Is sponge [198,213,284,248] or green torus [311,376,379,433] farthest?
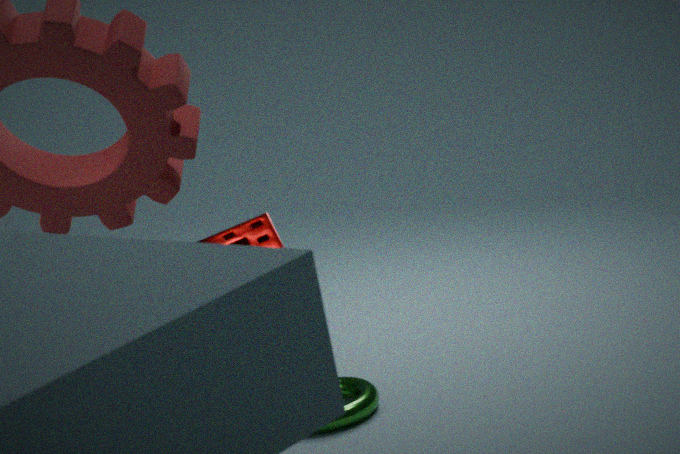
green torus [311,376,379,433]
